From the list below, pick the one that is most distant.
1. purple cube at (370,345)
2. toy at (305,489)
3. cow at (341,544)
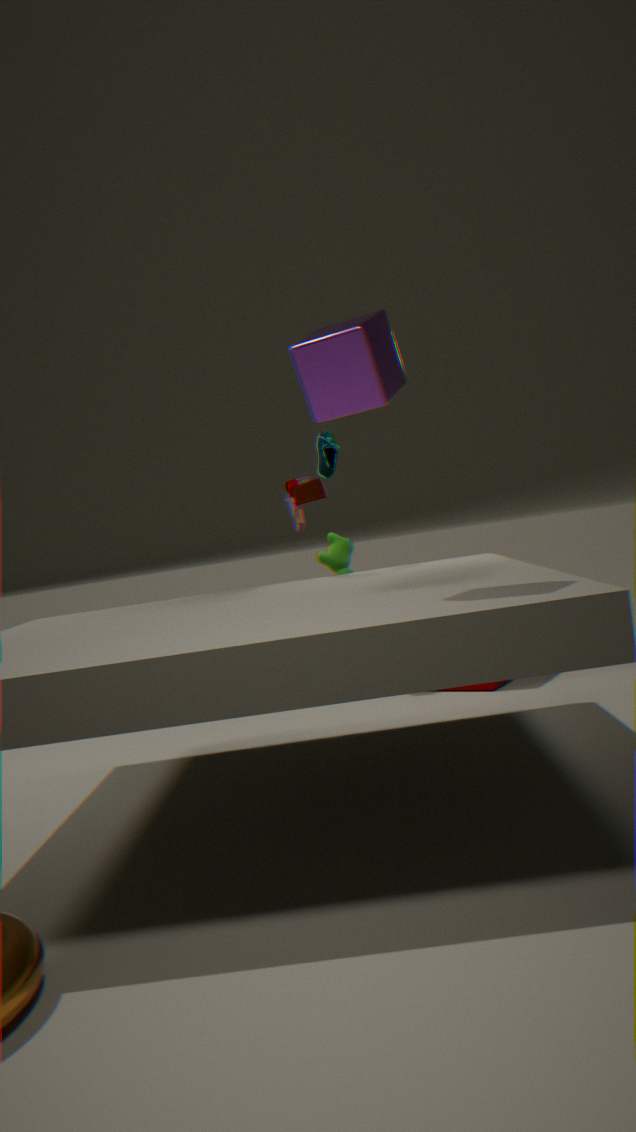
cow at (341,544)
